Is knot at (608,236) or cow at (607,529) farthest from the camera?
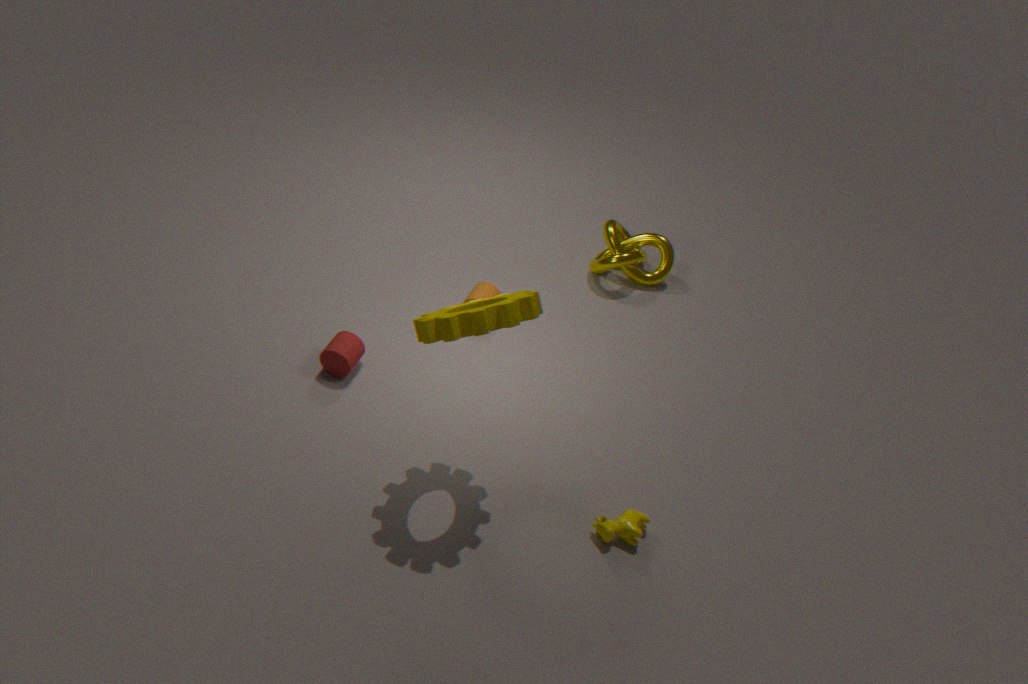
knot at (608,236)
